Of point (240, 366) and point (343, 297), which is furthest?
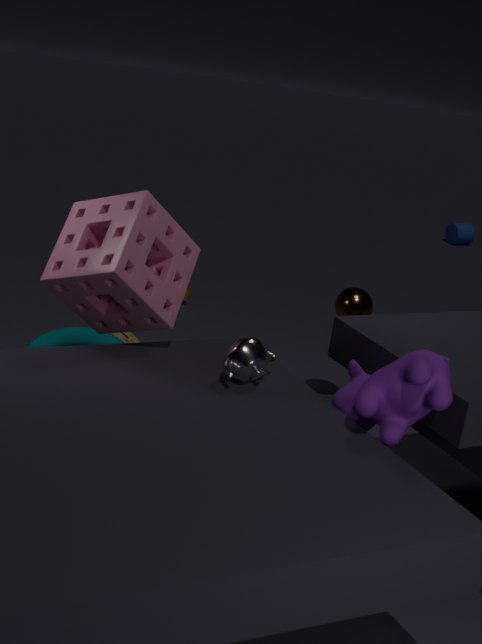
point (343, 297)
